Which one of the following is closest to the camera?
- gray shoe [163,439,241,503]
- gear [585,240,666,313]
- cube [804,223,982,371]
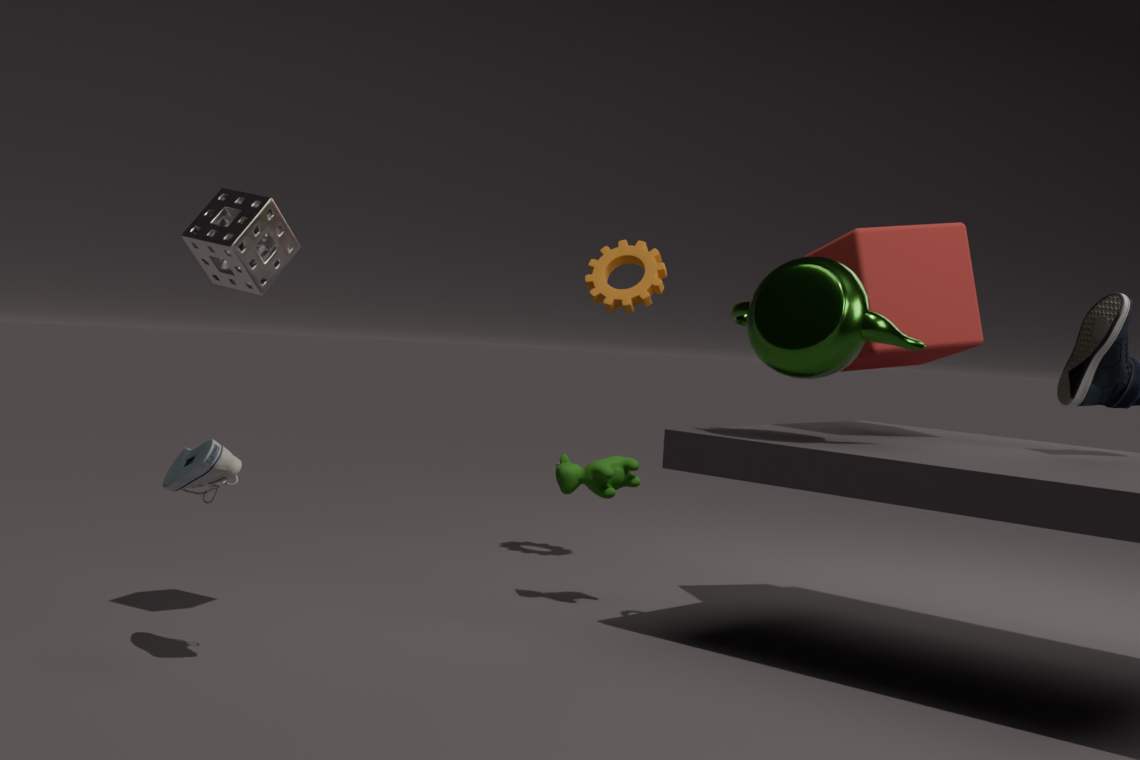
gray shoe [163,439,241,503]
